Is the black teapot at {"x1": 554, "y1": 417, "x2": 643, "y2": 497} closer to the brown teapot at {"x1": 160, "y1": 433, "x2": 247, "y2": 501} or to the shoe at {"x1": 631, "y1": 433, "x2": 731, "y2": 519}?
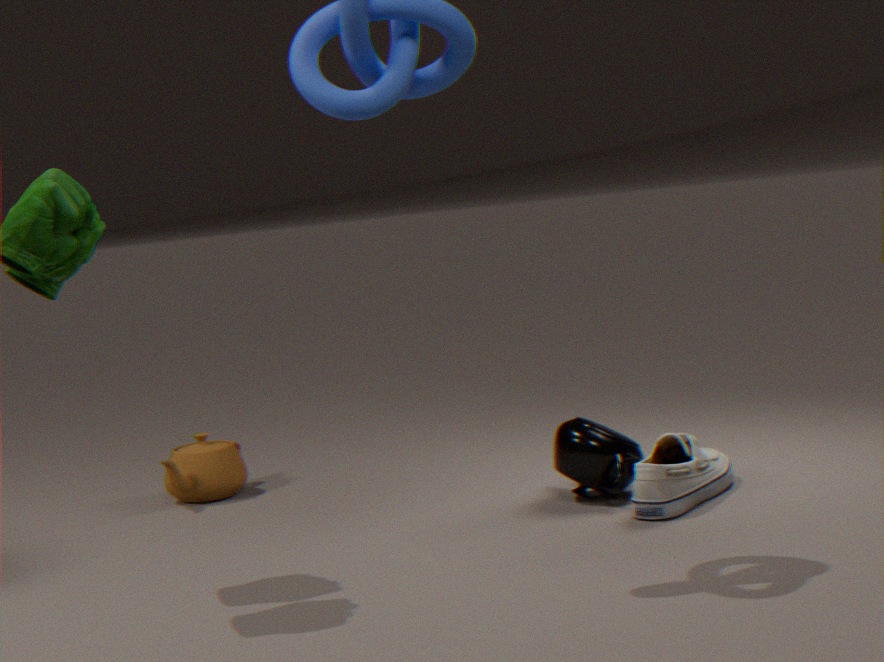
the shoe at {"x1": 631, "y1": 433, "x2": 731, "y2": 519}
